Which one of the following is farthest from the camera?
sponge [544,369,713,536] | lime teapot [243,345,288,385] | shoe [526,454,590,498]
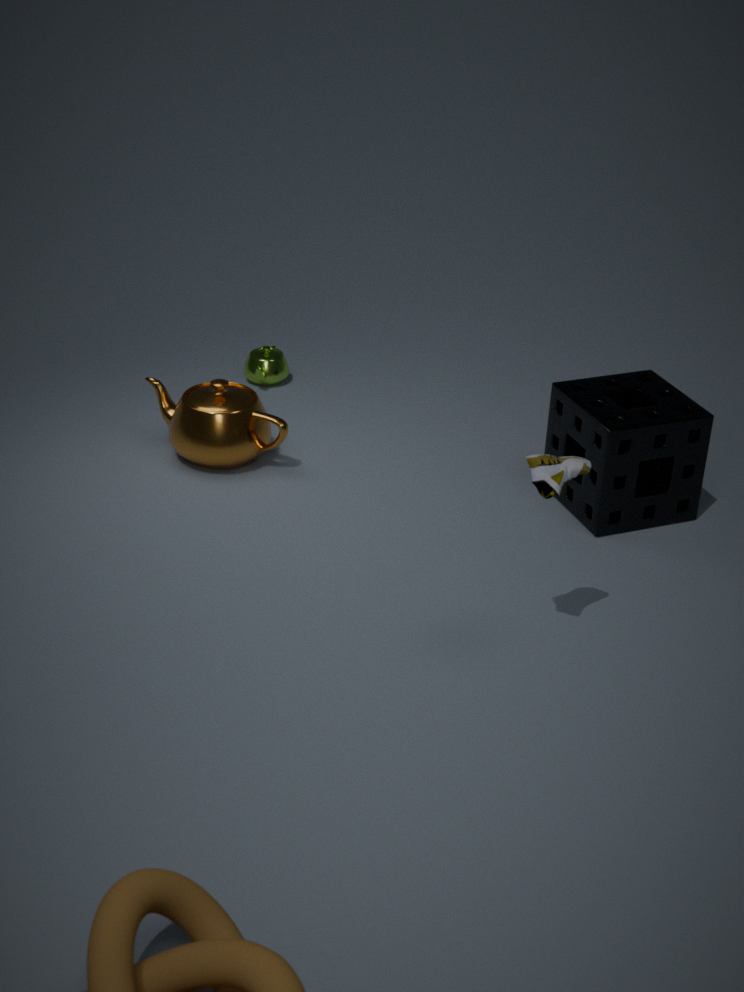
lime teapot [243,345,288,385]
